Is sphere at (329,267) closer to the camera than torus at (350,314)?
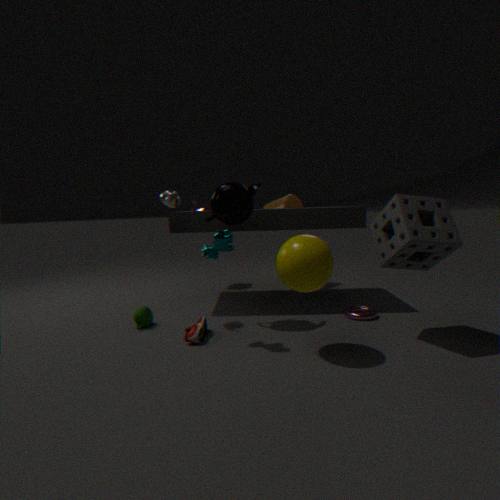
Yes
